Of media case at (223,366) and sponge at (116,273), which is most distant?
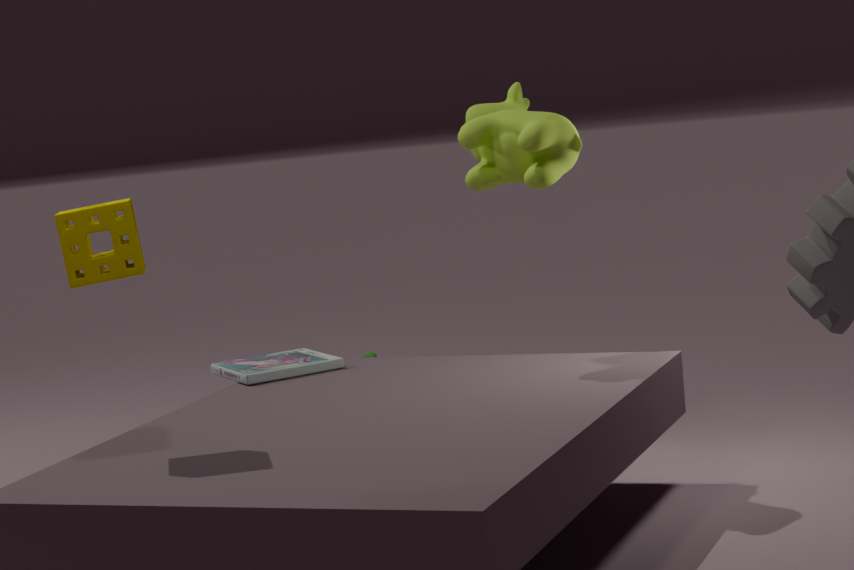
media case at (223,366)
